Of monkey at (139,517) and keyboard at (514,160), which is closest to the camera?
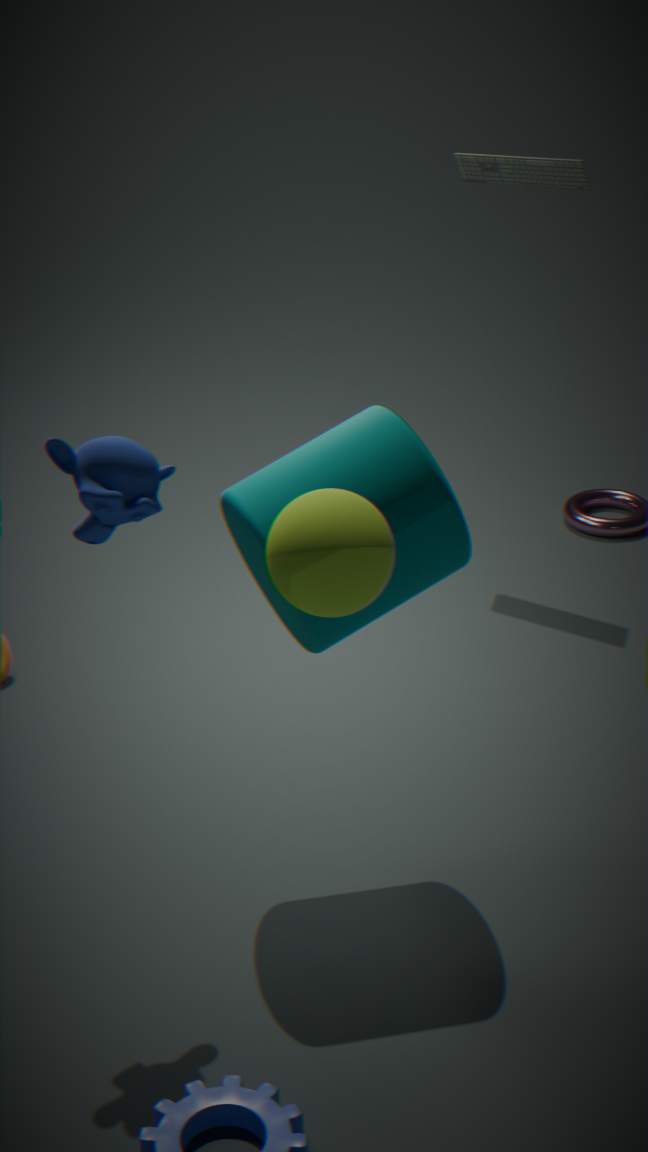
monkey at (139,517)
